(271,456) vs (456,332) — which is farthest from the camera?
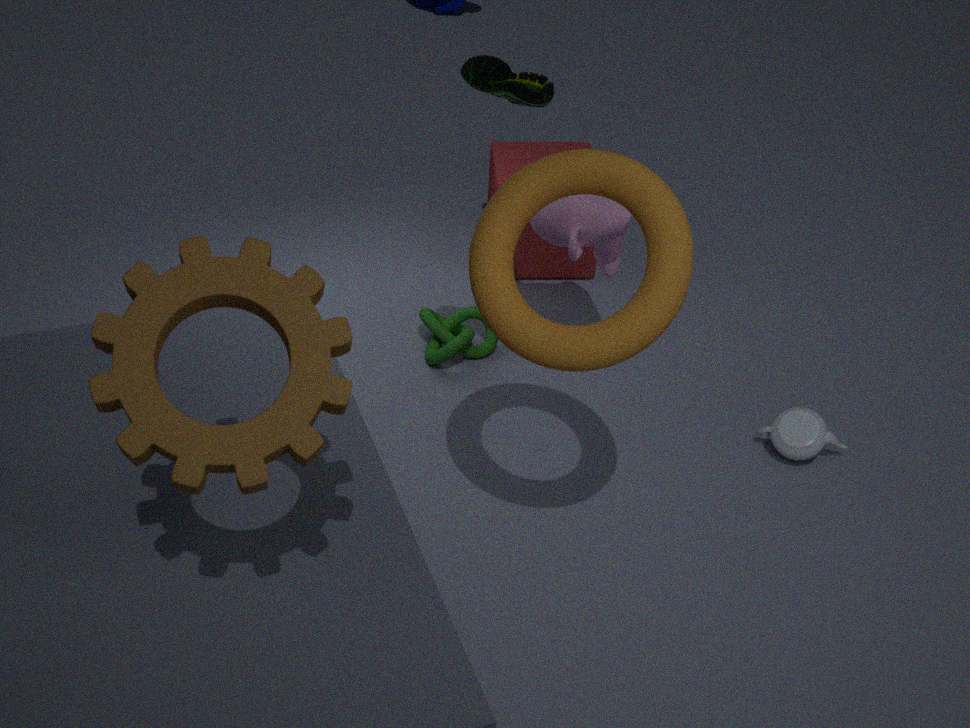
(456,332)
